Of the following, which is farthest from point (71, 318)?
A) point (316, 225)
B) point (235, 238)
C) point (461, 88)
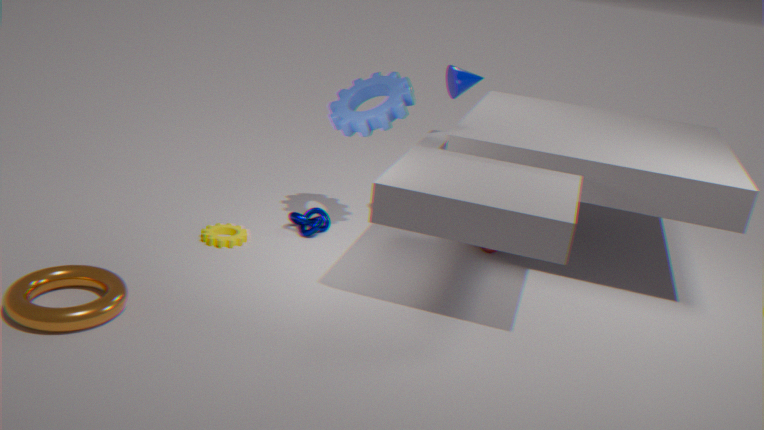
point (461, 88)
